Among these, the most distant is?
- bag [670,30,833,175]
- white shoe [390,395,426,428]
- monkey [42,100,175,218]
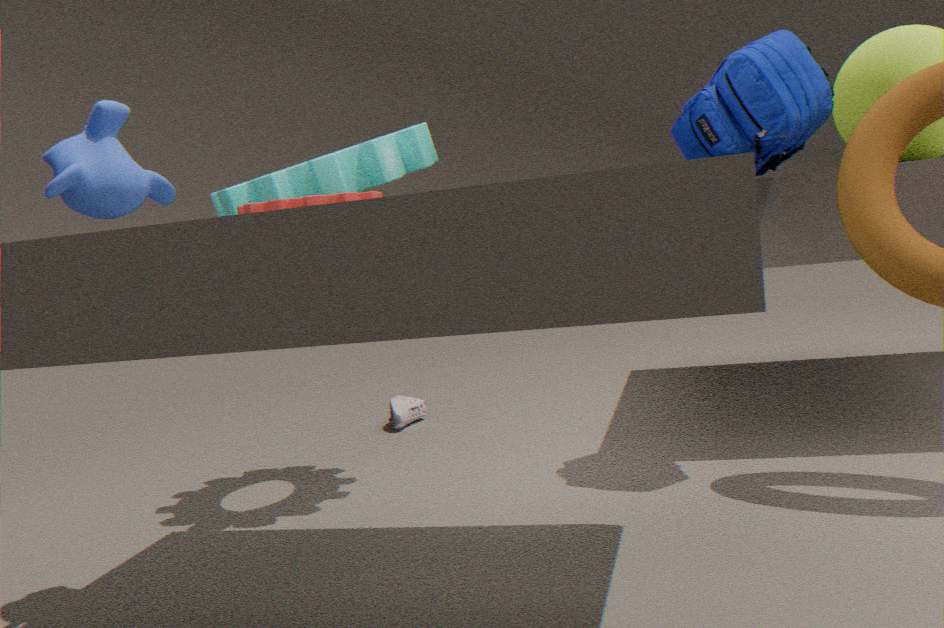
white shoe [390,395,426,428]
